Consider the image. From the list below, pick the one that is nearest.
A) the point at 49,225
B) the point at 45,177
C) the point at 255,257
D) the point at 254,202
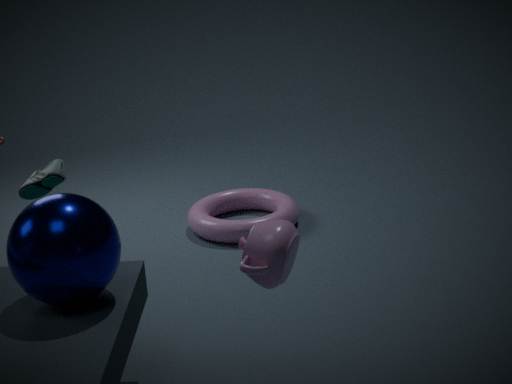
the point at 255,257
